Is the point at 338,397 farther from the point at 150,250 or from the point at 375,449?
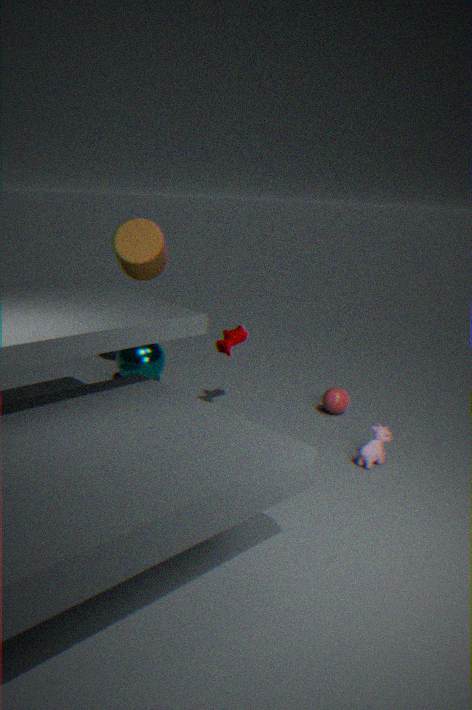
the point at 150,250
